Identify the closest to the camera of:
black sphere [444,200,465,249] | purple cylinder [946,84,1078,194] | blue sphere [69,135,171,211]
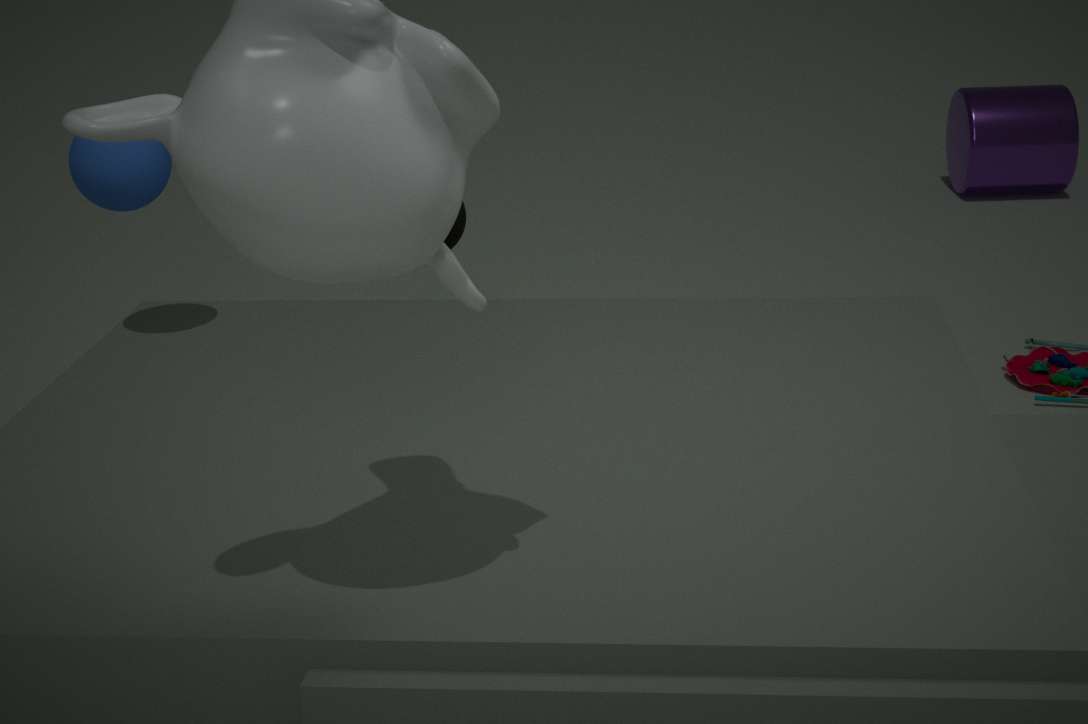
blue sphere [69,135,171,211]
